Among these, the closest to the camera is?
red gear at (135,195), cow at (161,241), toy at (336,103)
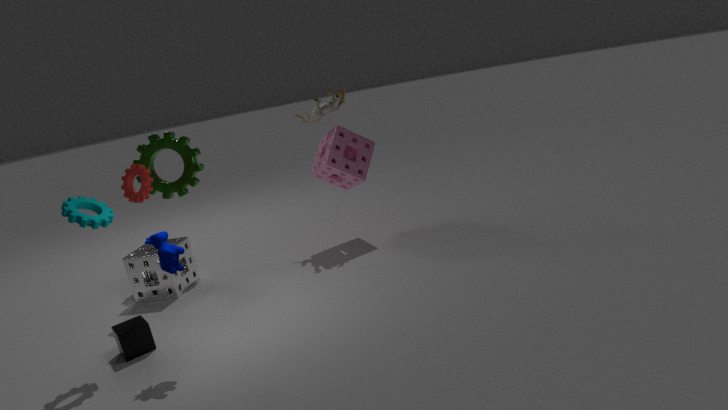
cow at (161,241)
